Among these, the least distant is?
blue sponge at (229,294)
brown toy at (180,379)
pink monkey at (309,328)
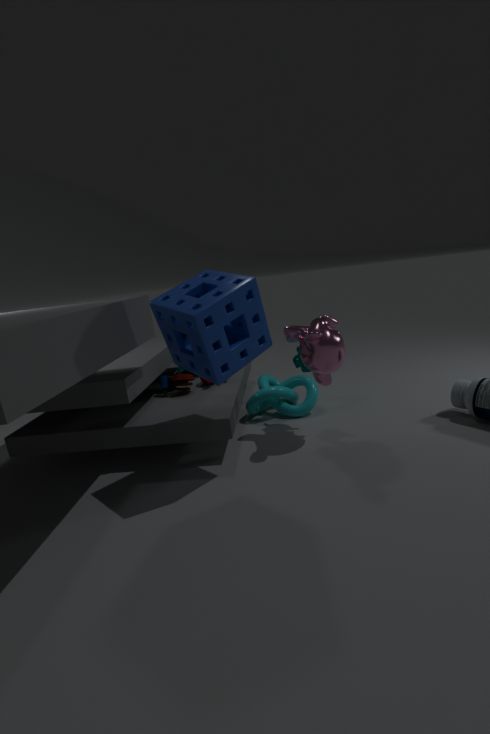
blue sponge at (229,294)
